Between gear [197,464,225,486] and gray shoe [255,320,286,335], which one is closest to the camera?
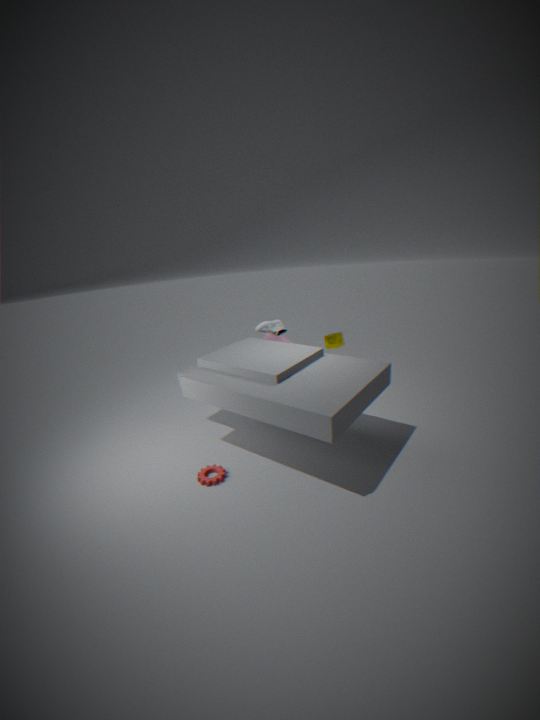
gear [197,464,225,486]
